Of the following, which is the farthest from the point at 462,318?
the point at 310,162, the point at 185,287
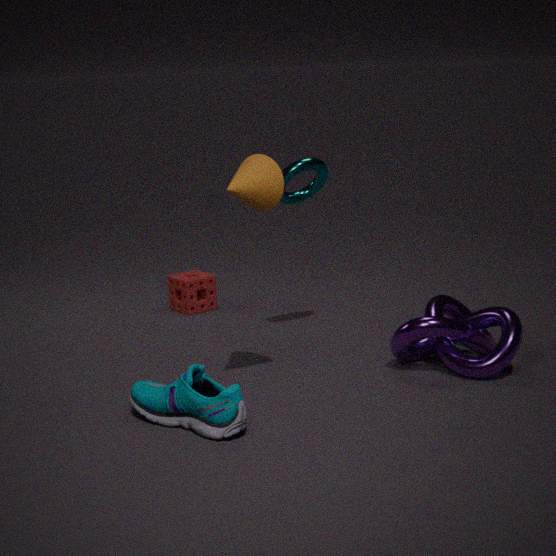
the point at 185,287
